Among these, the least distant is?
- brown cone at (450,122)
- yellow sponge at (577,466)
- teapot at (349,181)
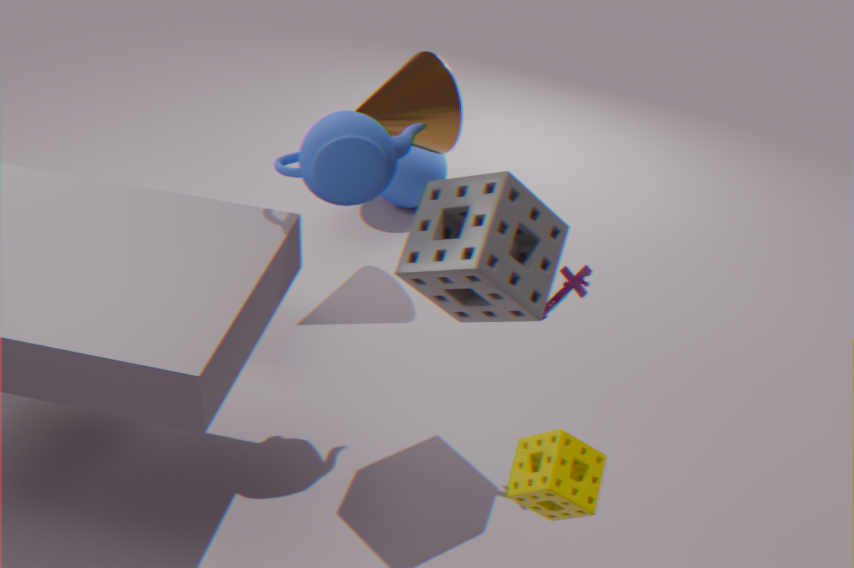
yellow sponge at (577,466)
